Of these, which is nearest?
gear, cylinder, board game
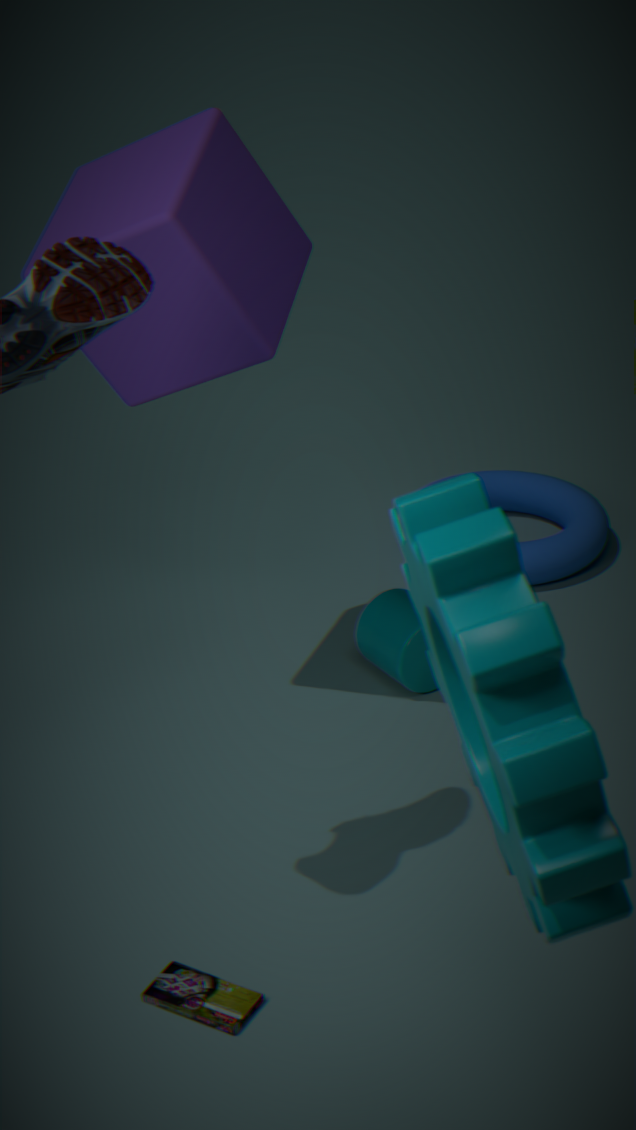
gear
